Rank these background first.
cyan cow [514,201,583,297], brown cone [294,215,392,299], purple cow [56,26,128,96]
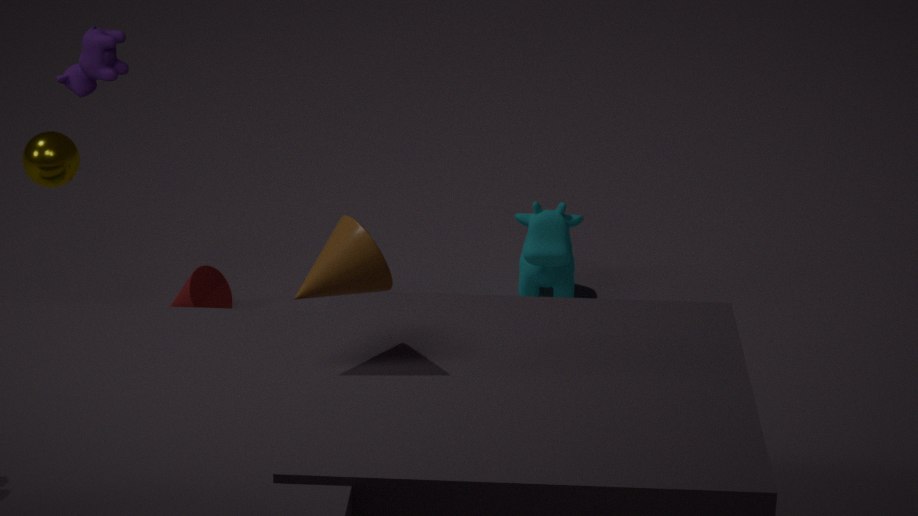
1. cyan cow [514,201,583,297]
2. purple cow [56,26,128,96]
3. brown cone [294,215,392,299]
